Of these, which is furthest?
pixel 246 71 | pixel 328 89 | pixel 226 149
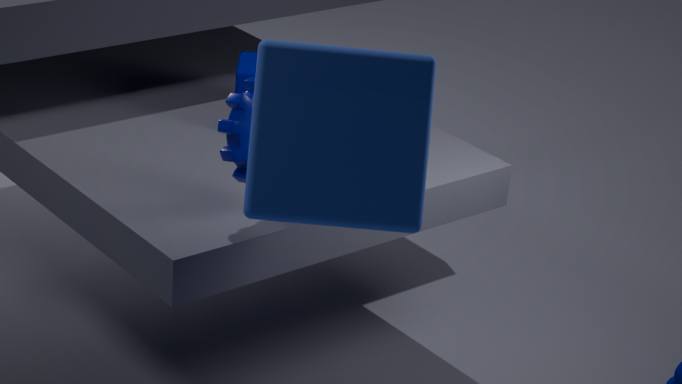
pixel 246 71
